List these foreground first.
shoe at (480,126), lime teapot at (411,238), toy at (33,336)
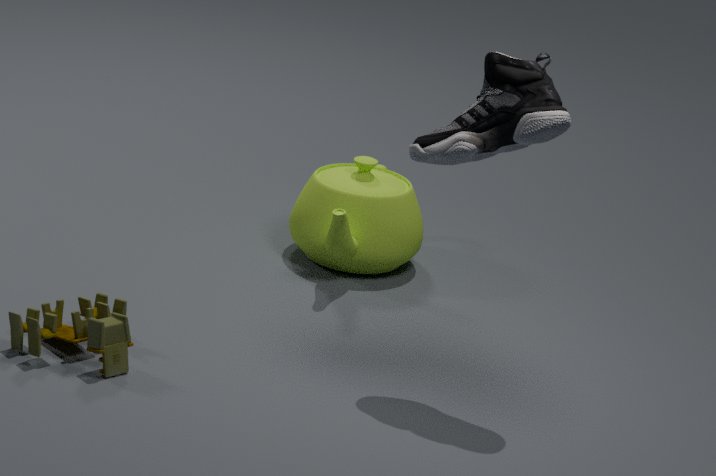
shoe at (480,126), toy at (33,336), lime teapot at (411,238)
